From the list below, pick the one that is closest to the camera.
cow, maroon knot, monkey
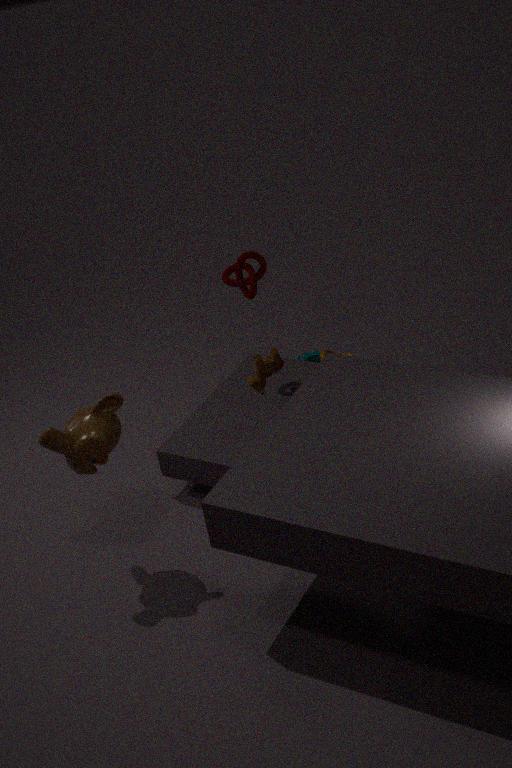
monkey
